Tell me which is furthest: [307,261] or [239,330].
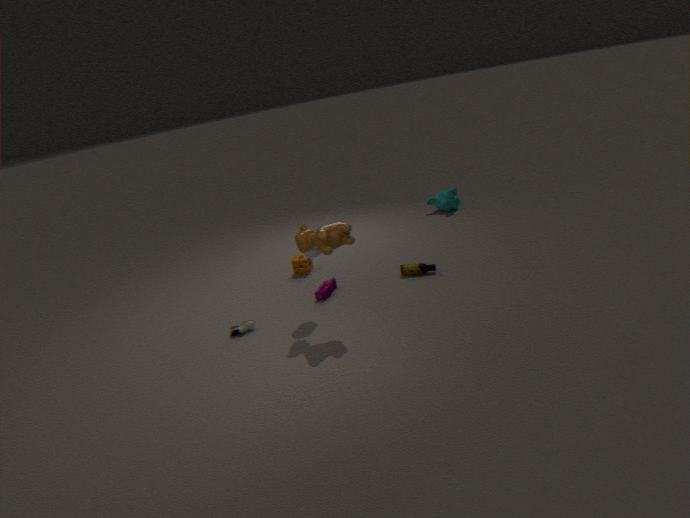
[307,261]
